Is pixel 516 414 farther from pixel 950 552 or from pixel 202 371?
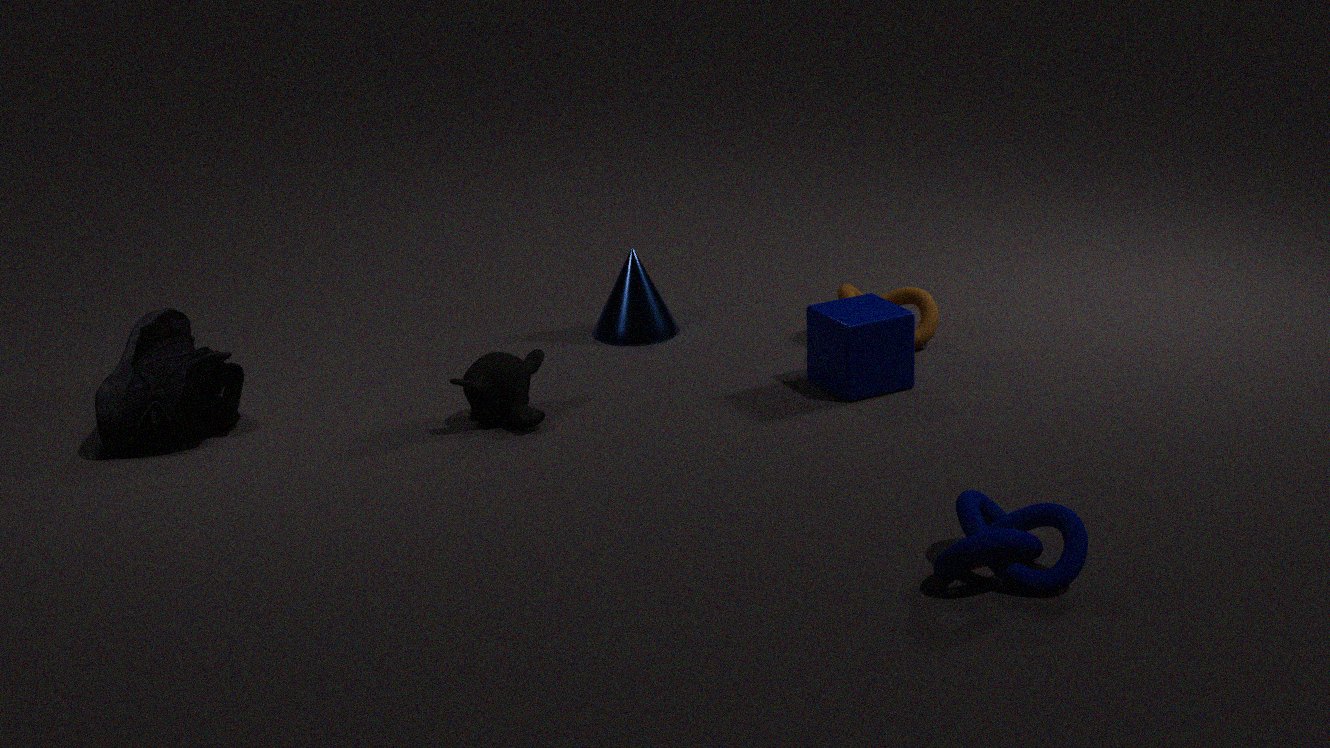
pixel 950 552
